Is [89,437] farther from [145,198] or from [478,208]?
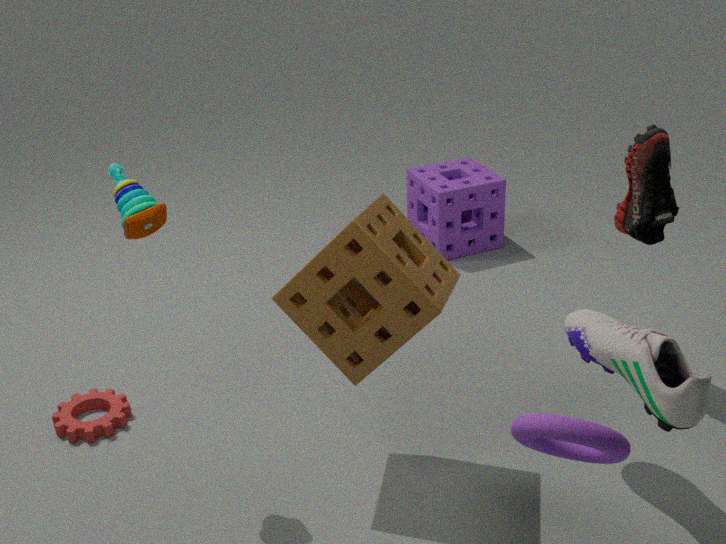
[478,208]
